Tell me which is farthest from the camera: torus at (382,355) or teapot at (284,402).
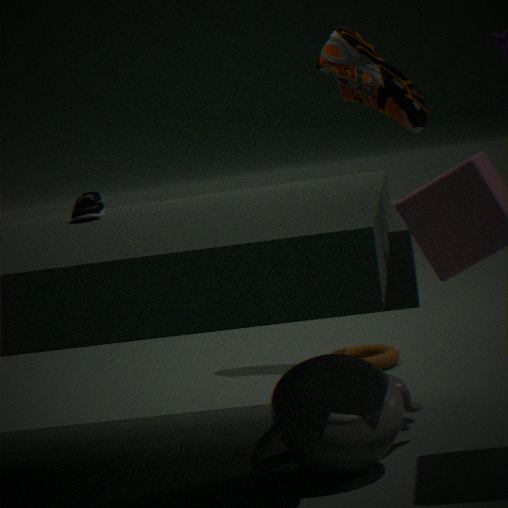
torus at (382,355)
